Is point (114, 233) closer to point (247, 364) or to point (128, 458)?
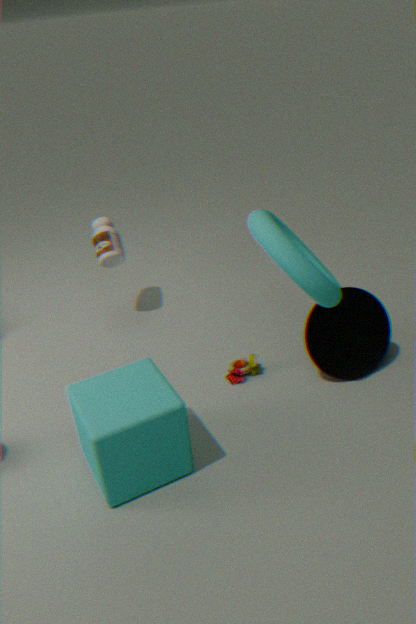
point (247, 364)
